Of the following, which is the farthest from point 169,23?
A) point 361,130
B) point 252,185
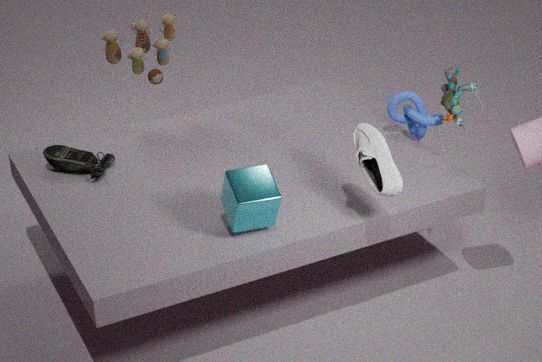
point 361,130
